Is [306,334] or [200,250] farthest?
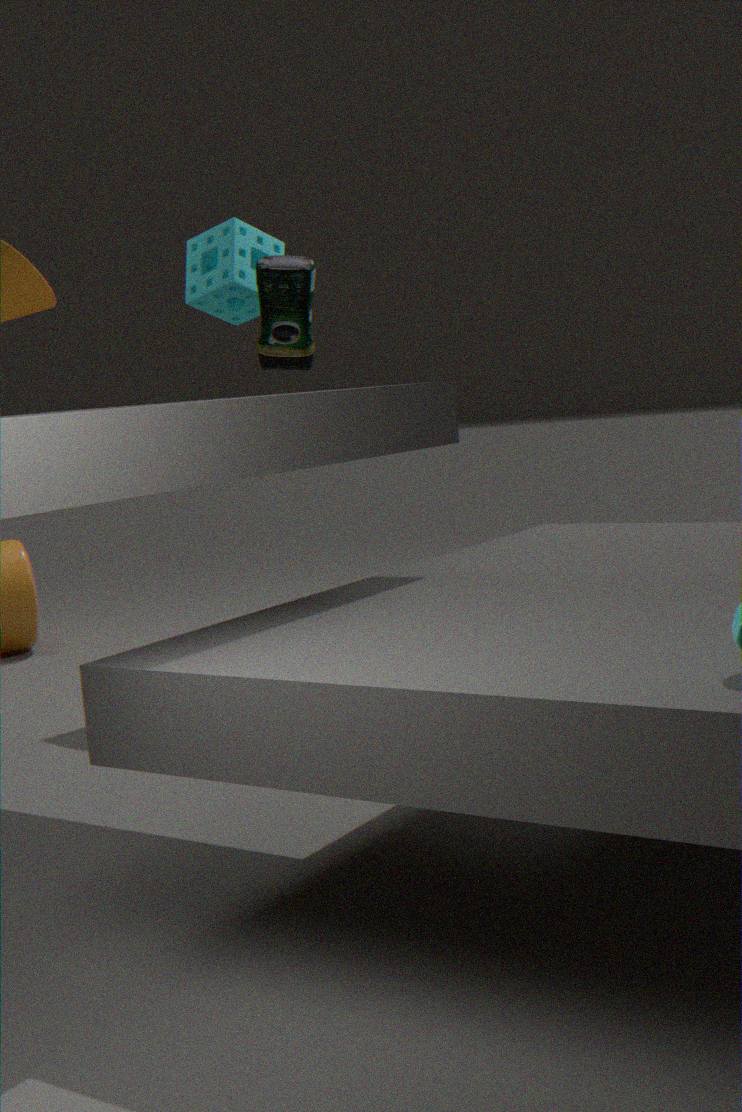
[200,250]
